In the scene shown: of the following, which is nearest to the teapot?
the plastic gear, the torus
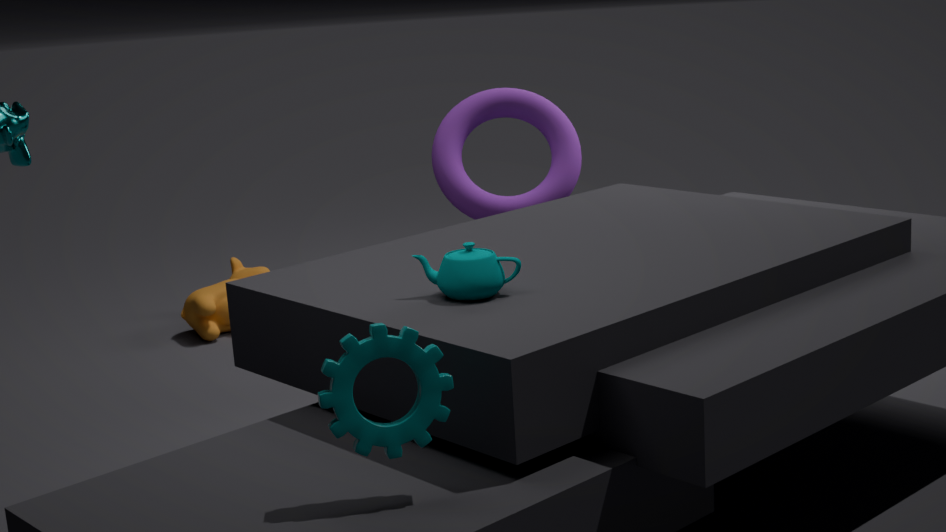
the plastic gear
